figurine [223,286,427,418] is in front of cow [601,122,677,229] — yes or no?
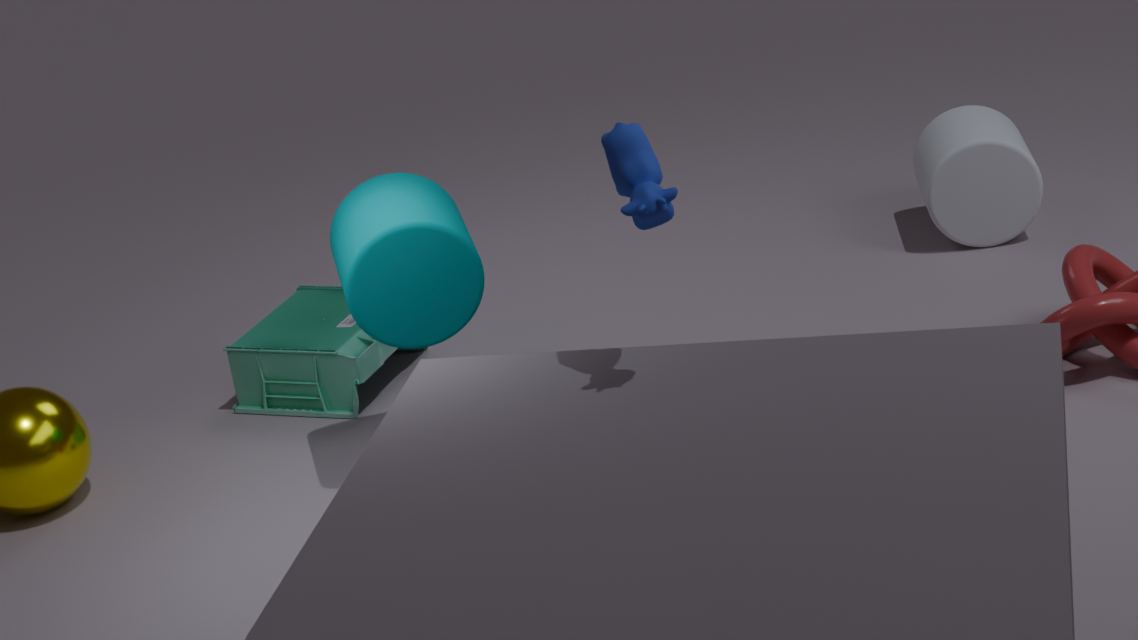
No
